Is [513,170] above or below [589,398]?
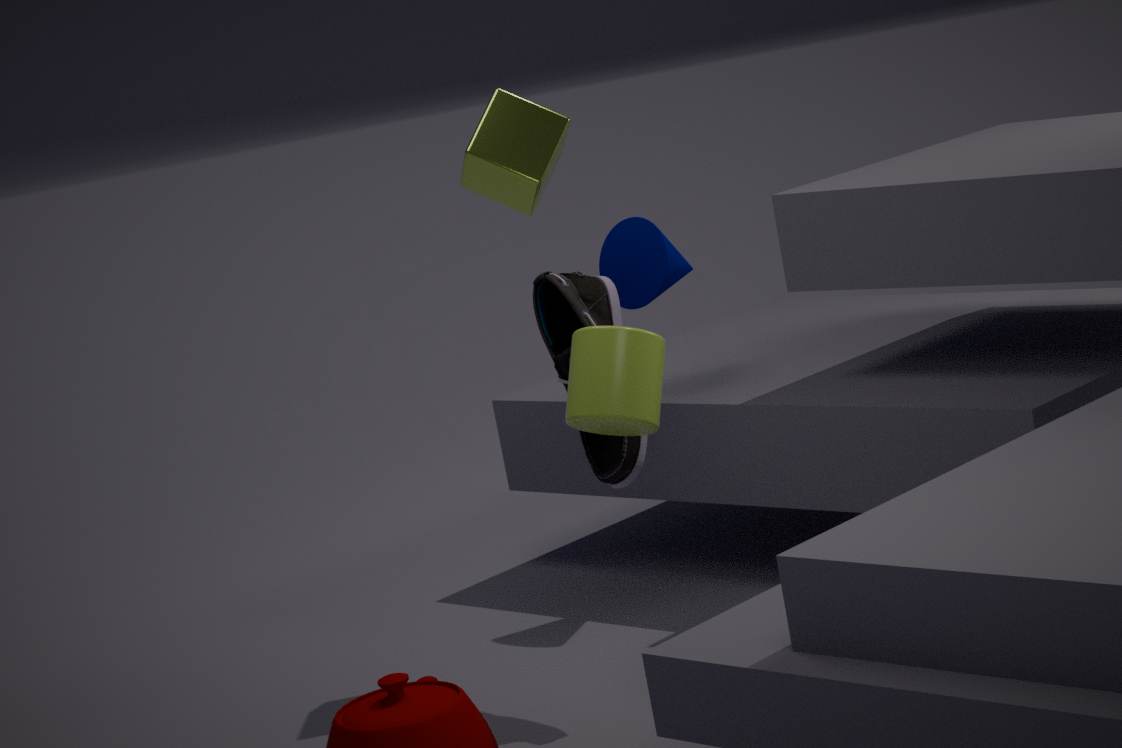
above
